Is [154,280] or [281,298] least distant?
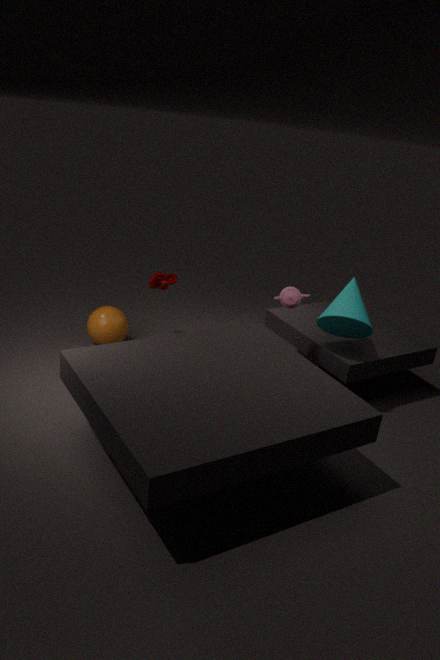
[281,298]
